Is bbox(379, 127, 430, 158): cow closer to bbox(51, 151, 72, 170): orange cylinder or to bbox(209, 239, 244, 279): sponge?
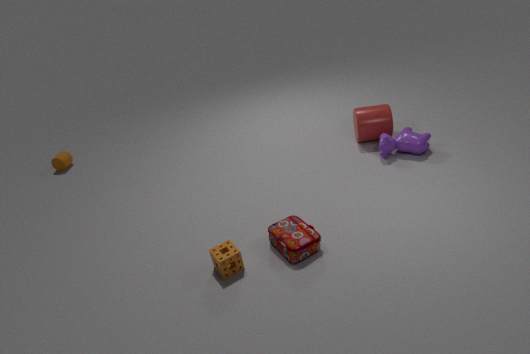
bbox(209, 239, 244, 279): sponge
